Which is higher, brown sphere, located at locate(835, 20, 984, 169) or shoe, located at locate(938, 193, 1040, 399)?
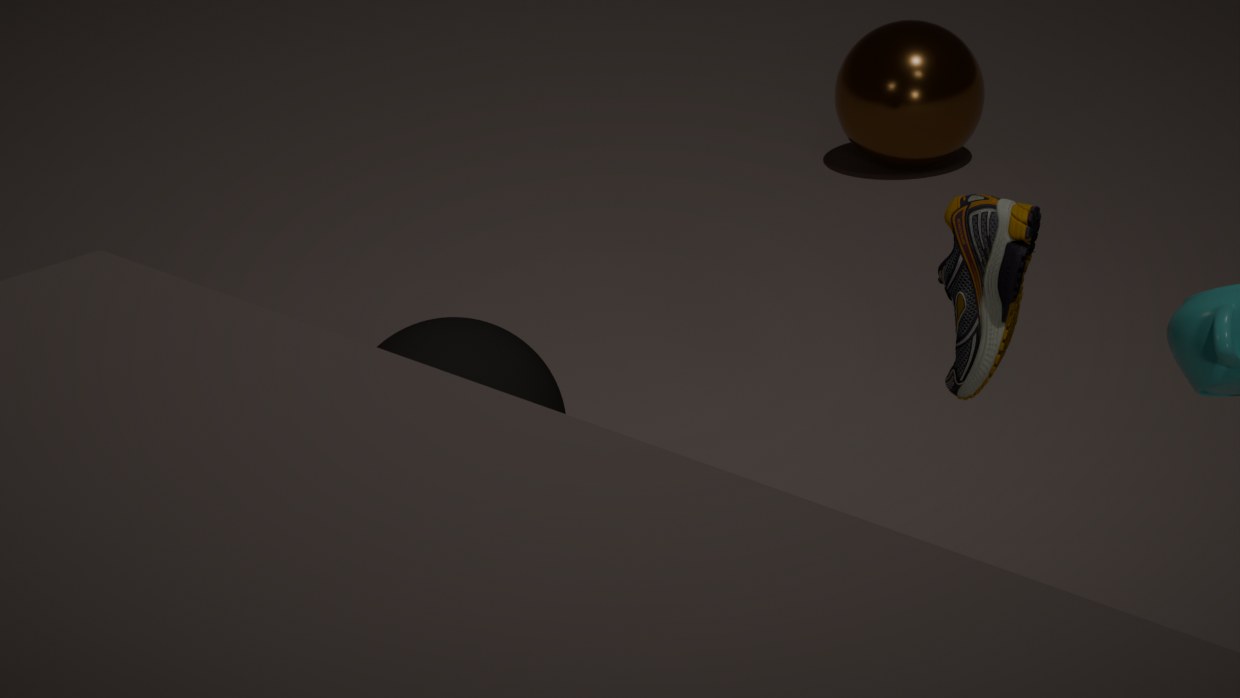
shoe, located at locate(938, 193, 1040, 399)
